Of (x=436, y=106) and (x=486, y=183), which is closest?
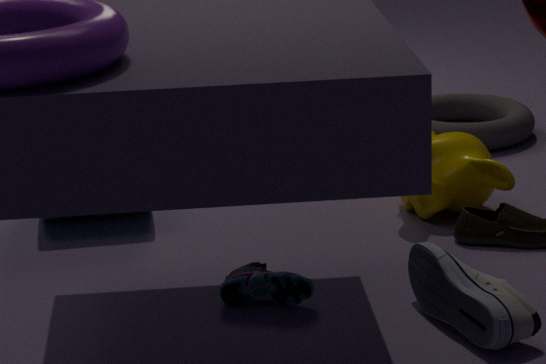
(x=486, y=183)
